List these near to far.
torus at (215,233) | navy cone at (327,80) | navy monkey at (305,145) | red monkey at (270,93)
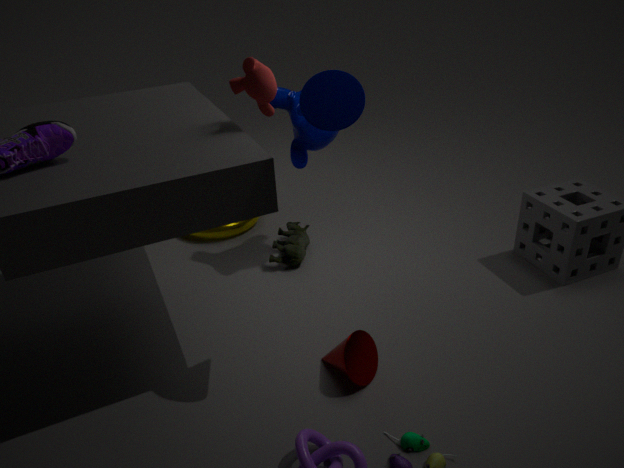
navy cone at (327,80)
red monkey at (270,93)
navy monkey at (305,145)
torus at (215,233)
